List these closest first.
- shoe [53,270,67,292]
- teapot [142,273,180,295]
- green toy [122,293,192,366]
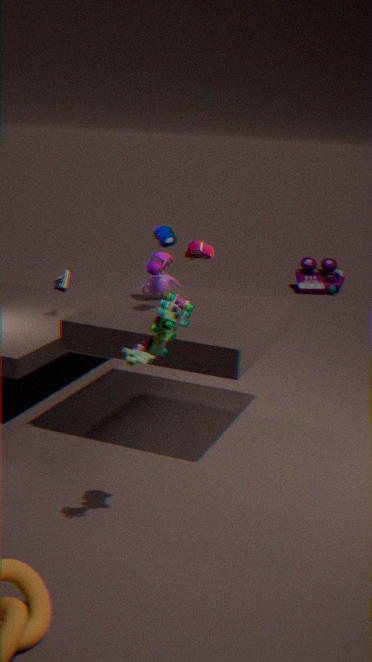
green toy [122,293,192,366]
teapot [142,273,180,295]
shoe [53,270,67,292]
